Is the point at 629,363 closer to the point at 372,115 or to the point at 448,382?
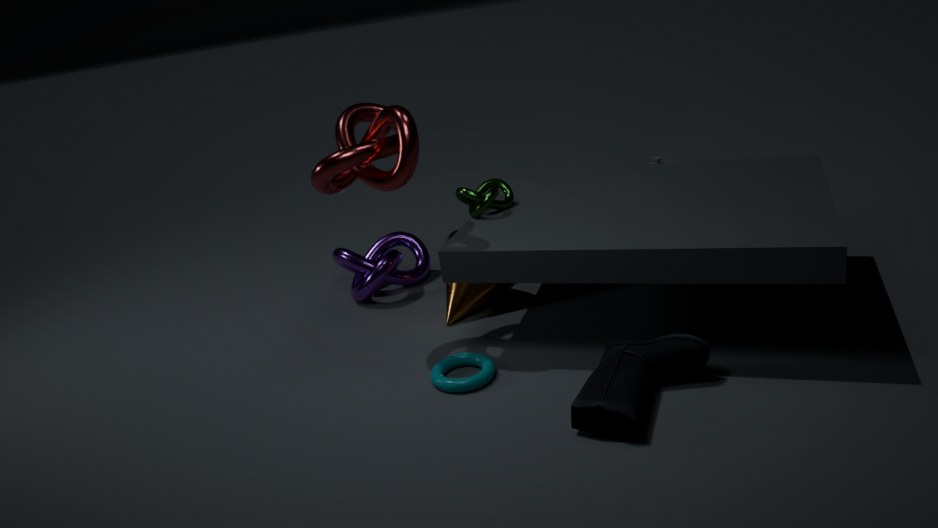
the point at 448,382
